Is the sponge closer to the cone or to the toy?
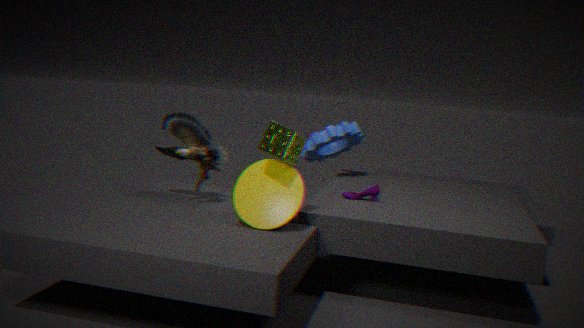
the cone
